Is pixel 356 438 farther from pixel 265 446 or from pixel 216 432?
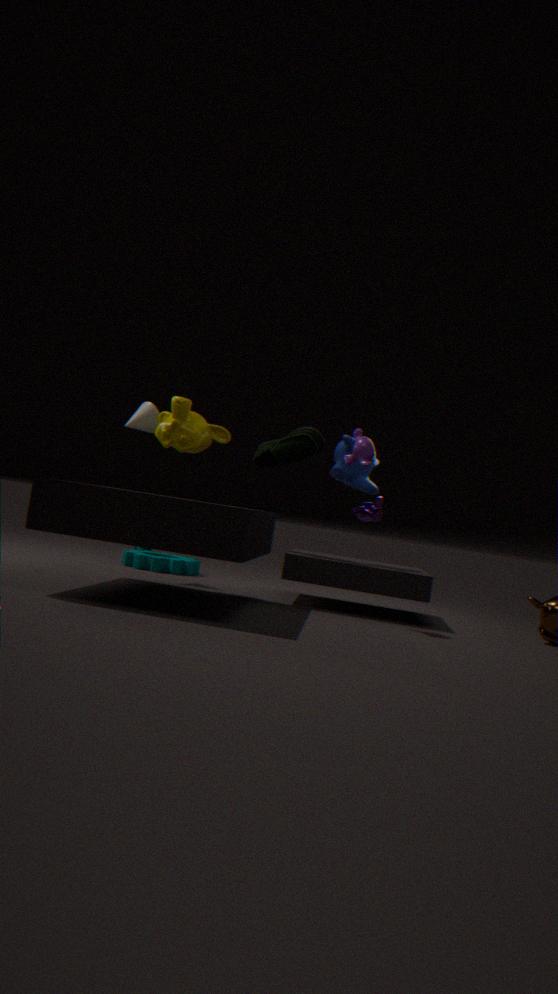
pixel 216 432
